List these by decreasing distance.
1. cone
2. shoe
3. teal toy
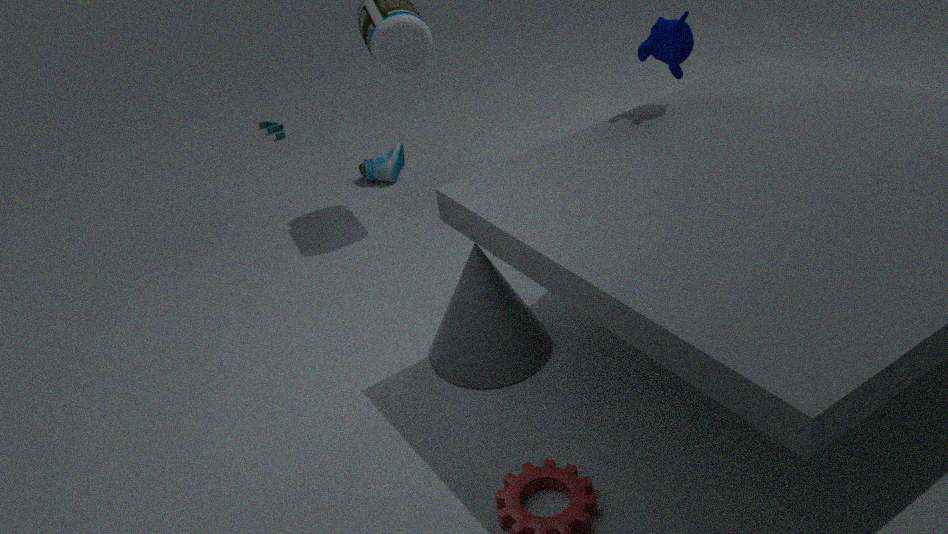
teal toy < shoe < cone
